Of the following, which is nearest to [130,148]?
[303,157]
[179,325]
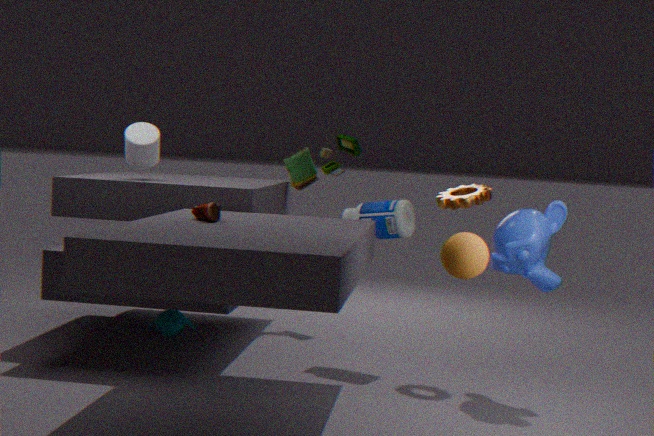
[179,325]
